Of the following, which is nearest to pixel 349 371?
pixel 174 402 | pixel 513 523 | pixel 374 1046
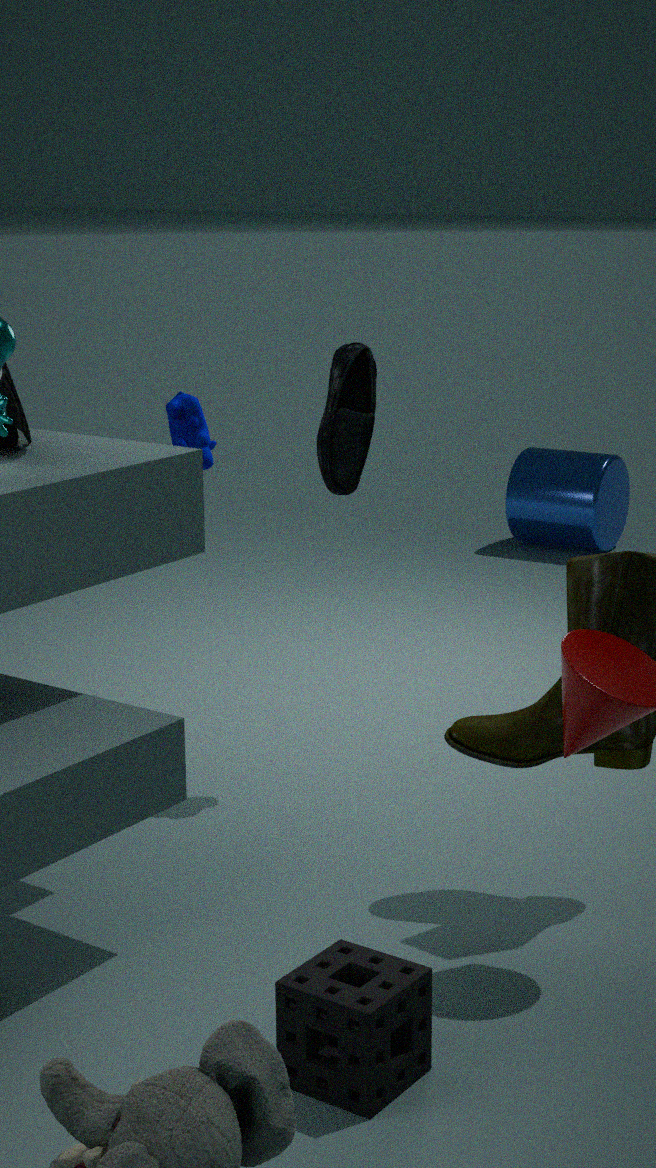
pixel 174 402
